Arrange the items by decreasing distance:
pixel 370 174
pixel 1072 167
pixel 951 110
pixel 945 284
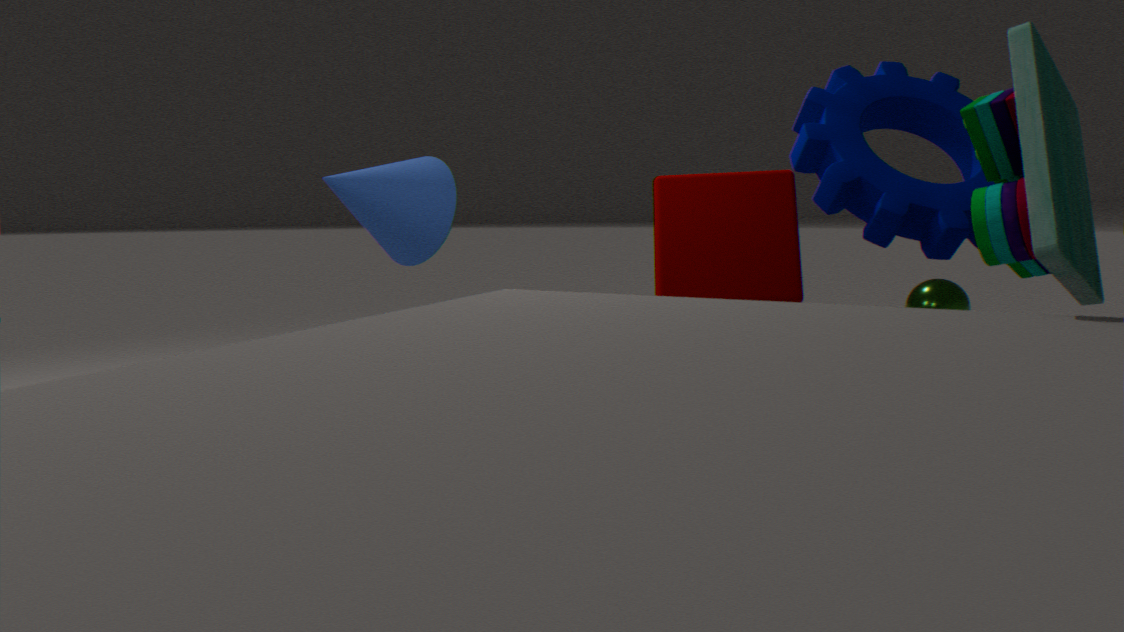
1. pixel 945 284
2. pixel 370 174
3. pixel 951 110
4. pixel 1072 167
